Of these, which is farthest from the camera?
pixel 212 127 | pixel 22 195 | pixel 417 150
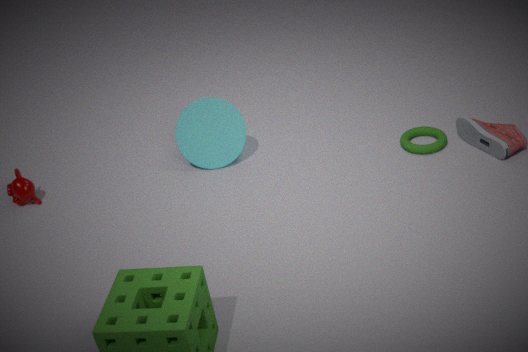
pixel 212 127
